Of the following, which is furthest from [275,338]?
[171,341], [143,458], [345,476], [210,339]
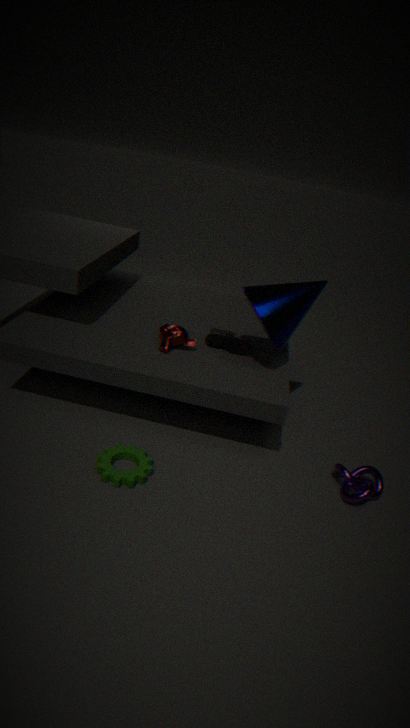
[143,458]
